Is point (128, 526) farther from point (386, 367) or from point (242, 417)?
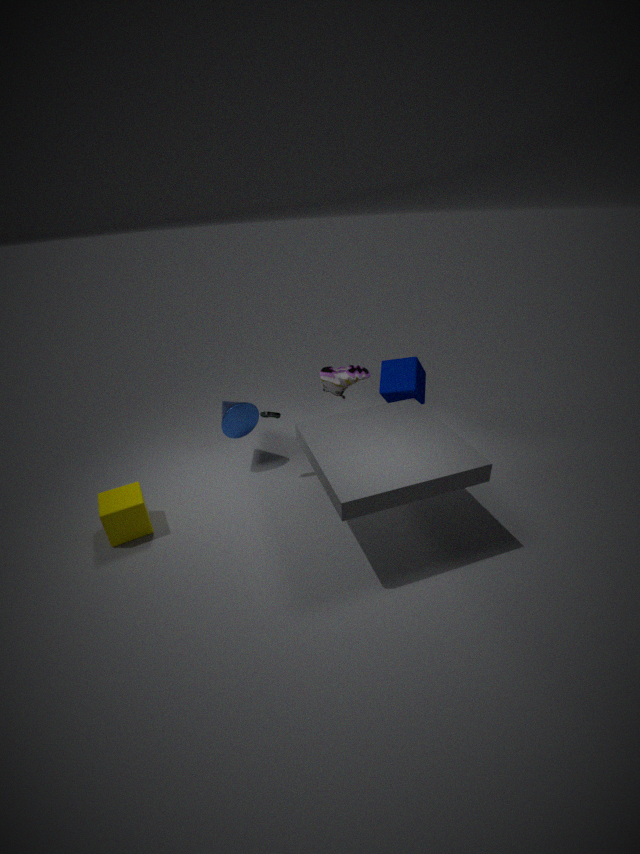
point (386, 367)
